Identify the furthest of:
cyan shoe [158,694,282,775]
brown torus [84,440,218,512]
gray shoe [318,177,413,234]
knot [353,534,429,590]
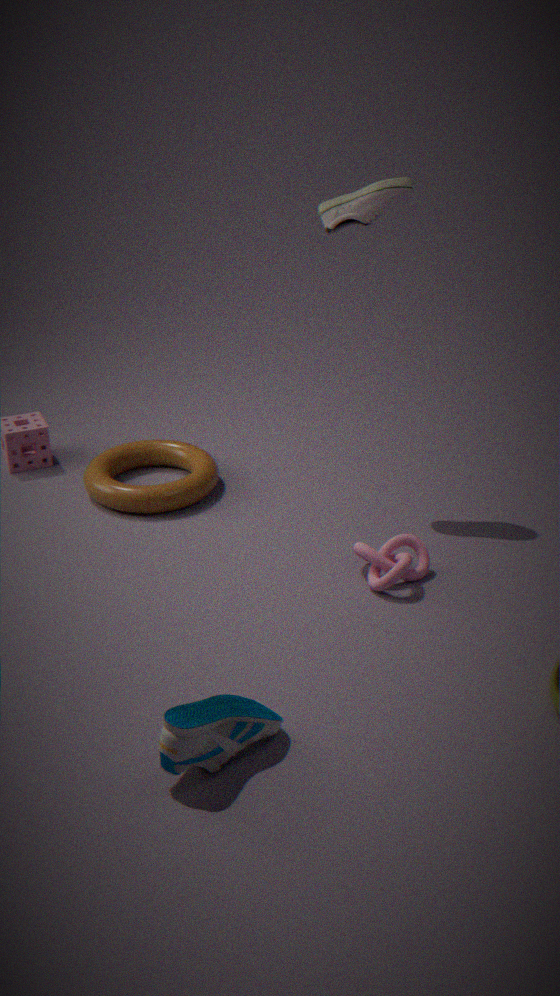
brown torus [84,440,218,512]
